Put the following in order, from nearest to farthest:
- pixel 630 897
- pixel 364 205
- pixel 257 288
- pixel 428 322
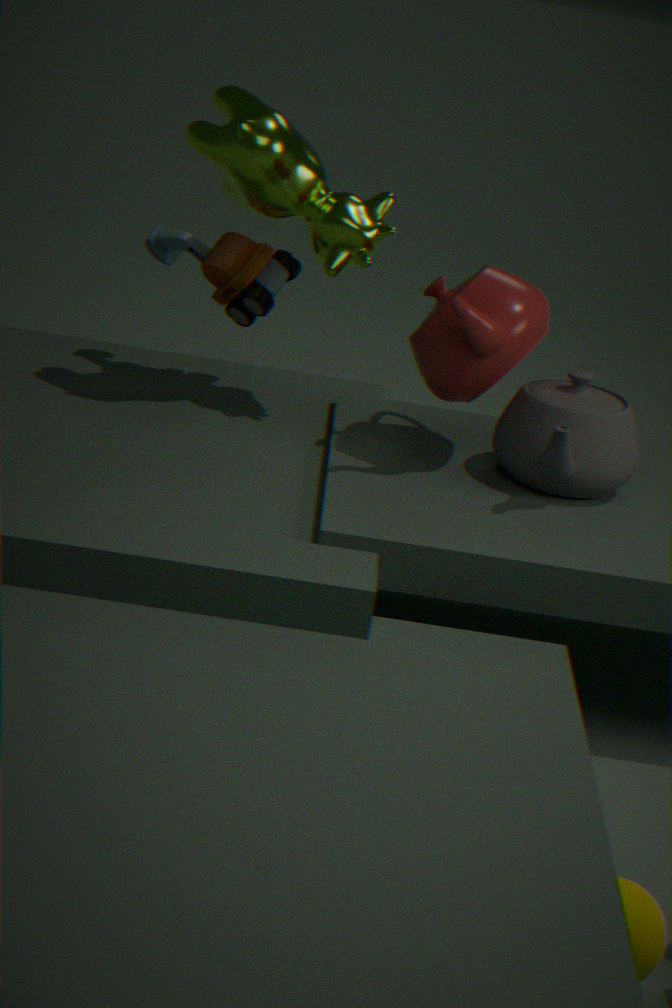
pixel 630 897 → pixel 428 322 → pixel 364 205 → pixel 257 288
